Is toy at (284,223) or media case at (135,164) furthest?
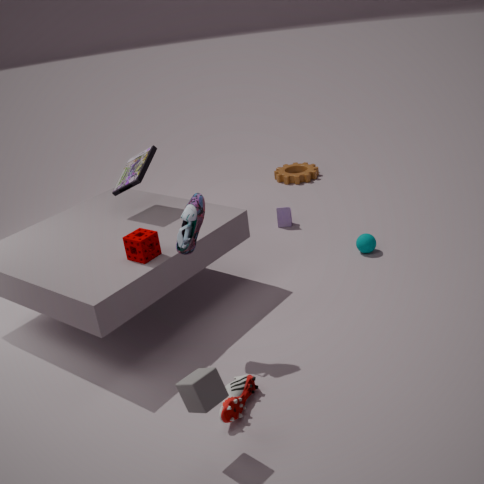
toy at (284,223)
